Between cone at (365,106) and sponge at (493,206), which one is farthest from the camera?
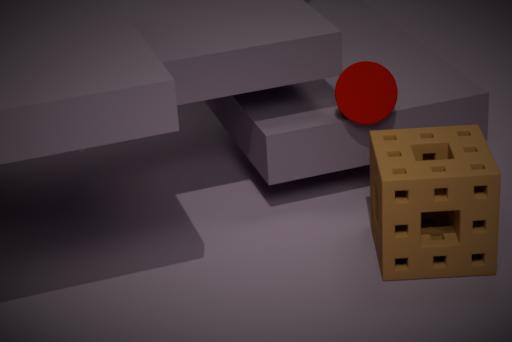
cone at (365,106)
